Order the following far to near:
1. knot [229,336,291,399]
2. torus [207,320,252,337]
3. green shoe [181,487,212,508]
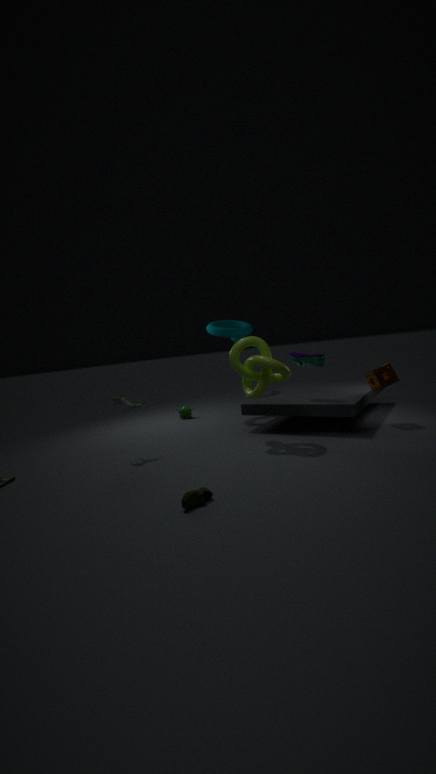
torus [207,320,252,337] < knot [229,336,291,399] < green shoe [181,487,212,508]
